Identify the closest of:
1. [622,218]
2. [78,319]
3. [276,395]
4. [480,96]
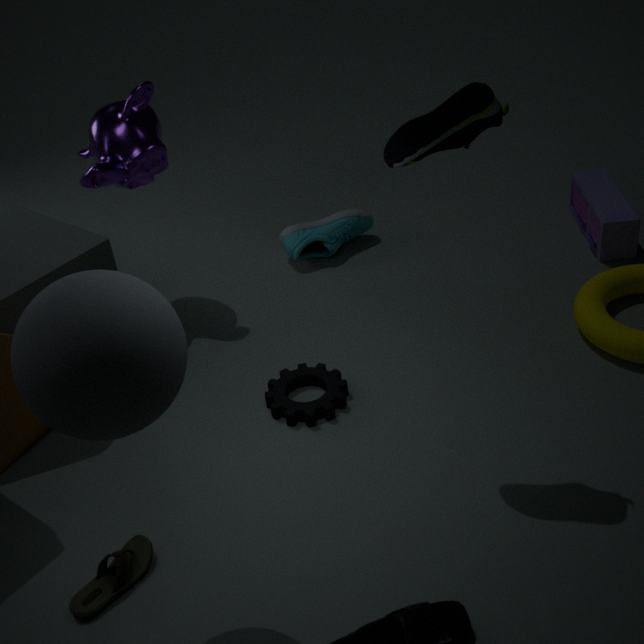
[78,319]
